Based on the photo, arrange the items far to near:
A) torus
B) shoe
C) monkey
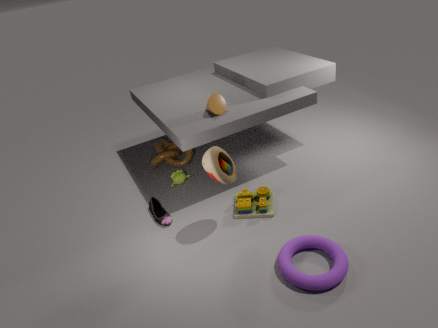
1. monkey
2. shoe
3. torus
